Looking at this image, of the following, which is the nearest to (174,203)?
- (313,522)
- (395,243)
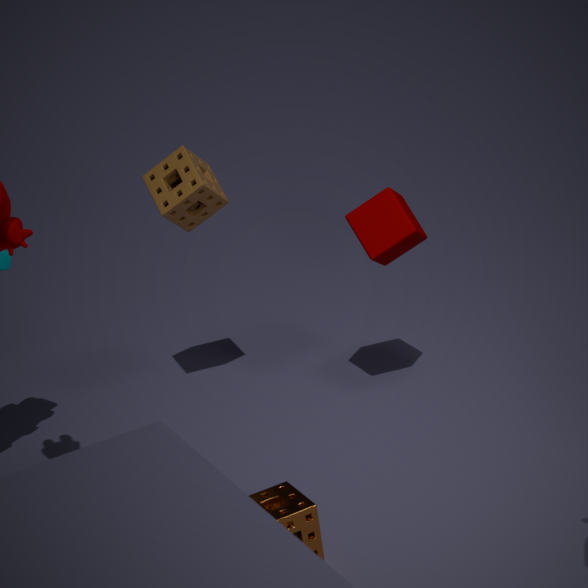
(395,243)
